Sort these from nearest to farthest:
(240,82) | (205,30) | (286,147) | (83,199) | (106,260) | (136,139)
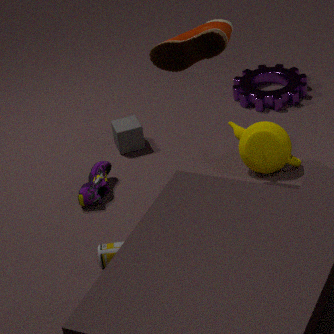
1. (106,260)
2. (205,30)
3. (83,199)
4. (286,147)
5. (136,139)
6. (240,82)
